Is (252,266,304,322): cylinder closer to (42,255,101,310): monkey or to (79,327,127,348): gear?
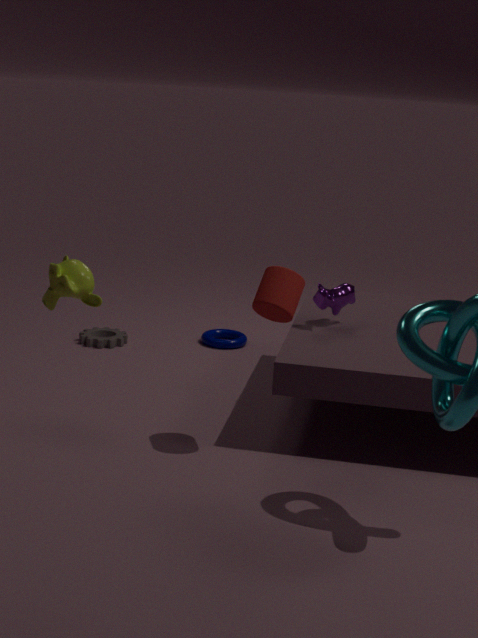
(42,255,101,310): monkey
